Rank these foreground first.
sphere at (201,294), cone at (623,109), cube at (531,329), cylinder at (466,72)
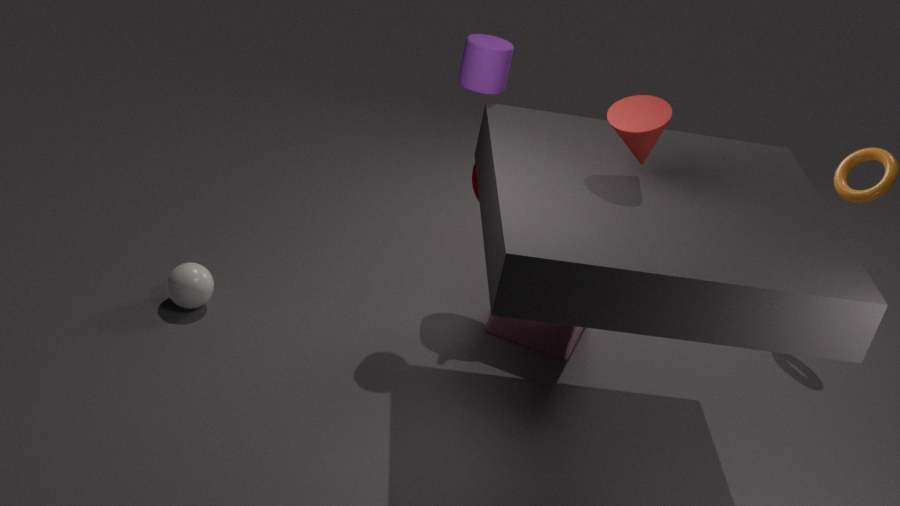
cone at (623,109) → cylinder at (466,72) → sphere at (201,294) → cube at (531,329)
